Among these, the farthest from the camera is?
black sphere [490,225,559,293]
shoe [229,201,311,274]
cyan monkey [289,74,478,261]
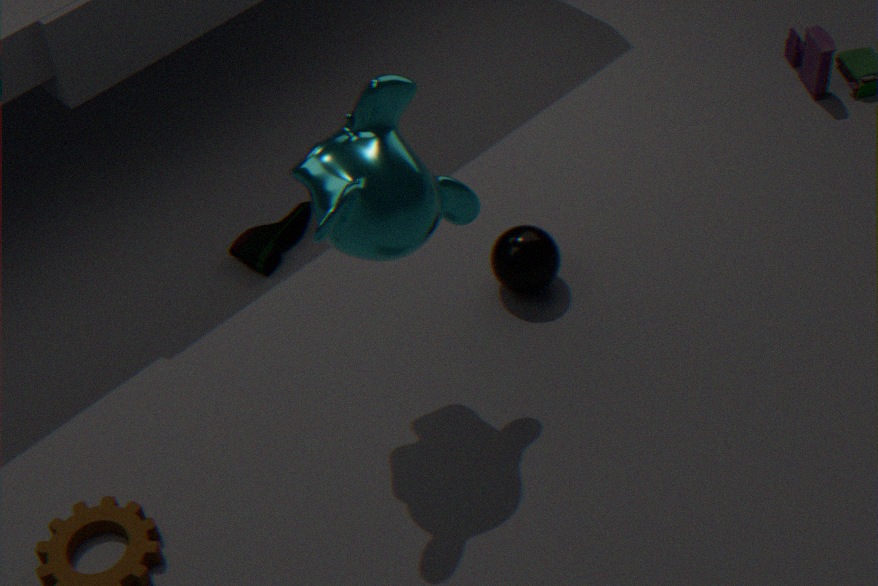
shoe [229,201,311,274]
